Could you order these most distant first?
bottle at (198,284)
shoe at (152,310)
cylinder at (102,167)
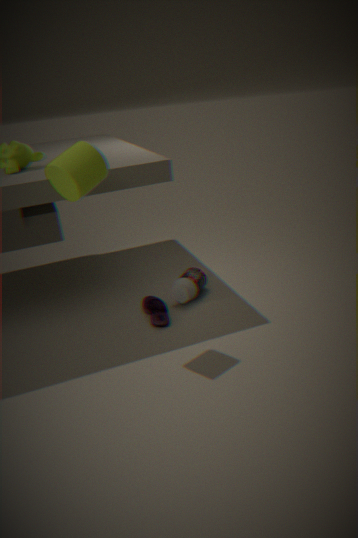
bottle at (198,284) < shoe at (152,310) < cylinder at (102,167)
